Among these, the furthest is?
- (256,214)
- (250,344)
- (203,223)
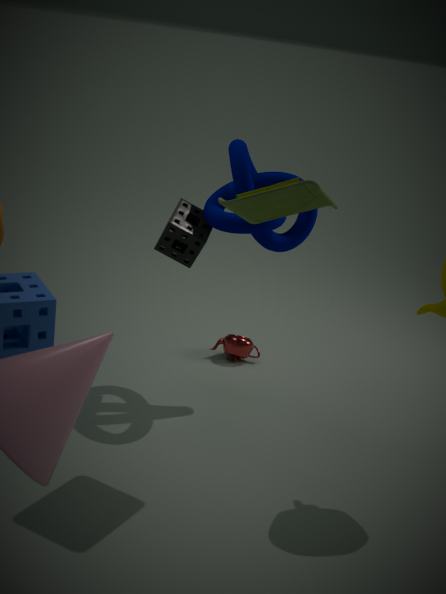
(250,344)
